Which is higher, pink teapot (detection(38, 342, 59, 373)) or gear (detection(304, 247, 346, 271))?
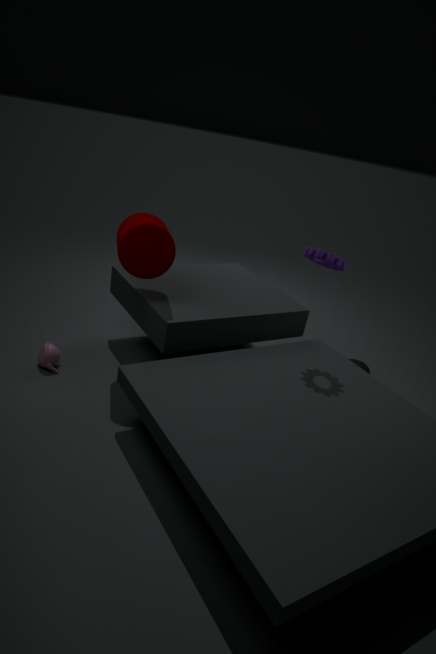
gear (detection(304, 247, 346, 271))
